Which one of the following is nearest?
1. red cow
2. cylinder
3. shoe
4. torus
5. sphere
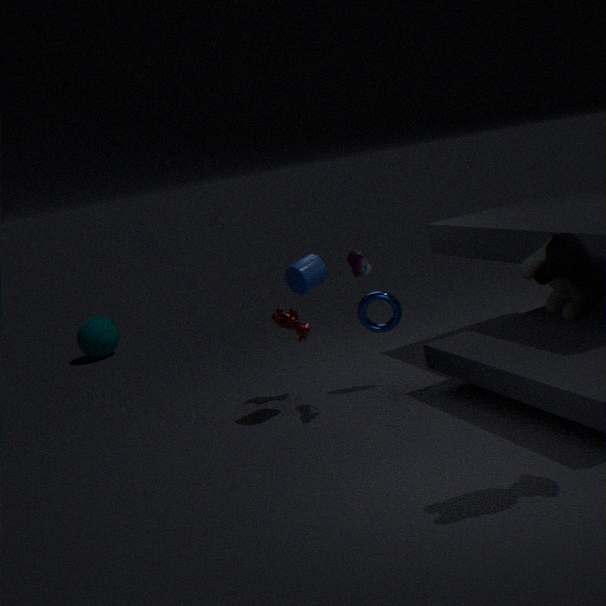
shoe
